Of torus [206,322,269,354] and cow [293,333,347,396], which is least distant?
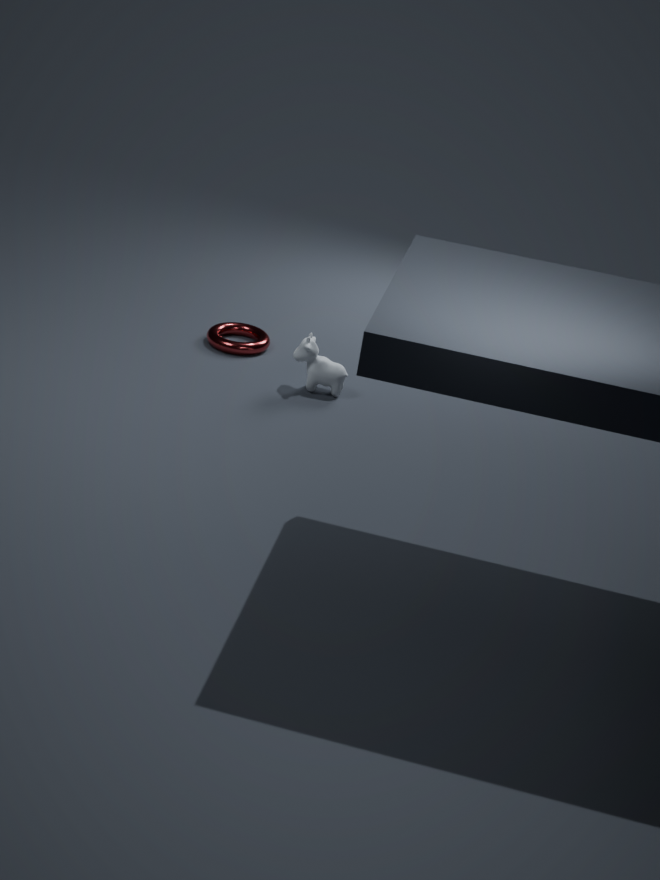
cow [293,333,347,396]
